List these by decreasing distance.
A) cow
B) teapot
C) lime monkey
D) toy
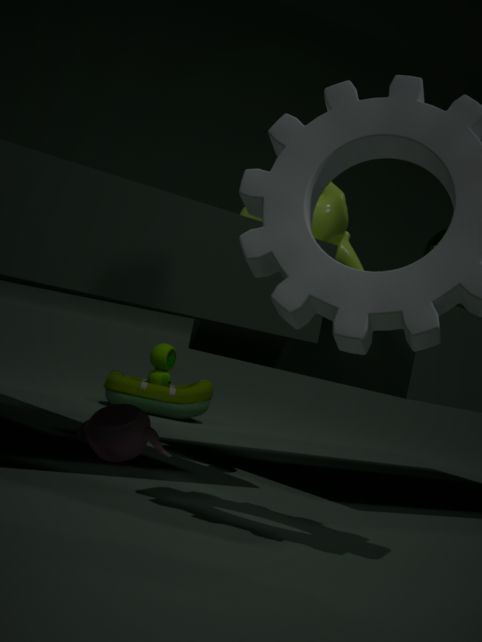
toy < cow < lime monkey < teapot
